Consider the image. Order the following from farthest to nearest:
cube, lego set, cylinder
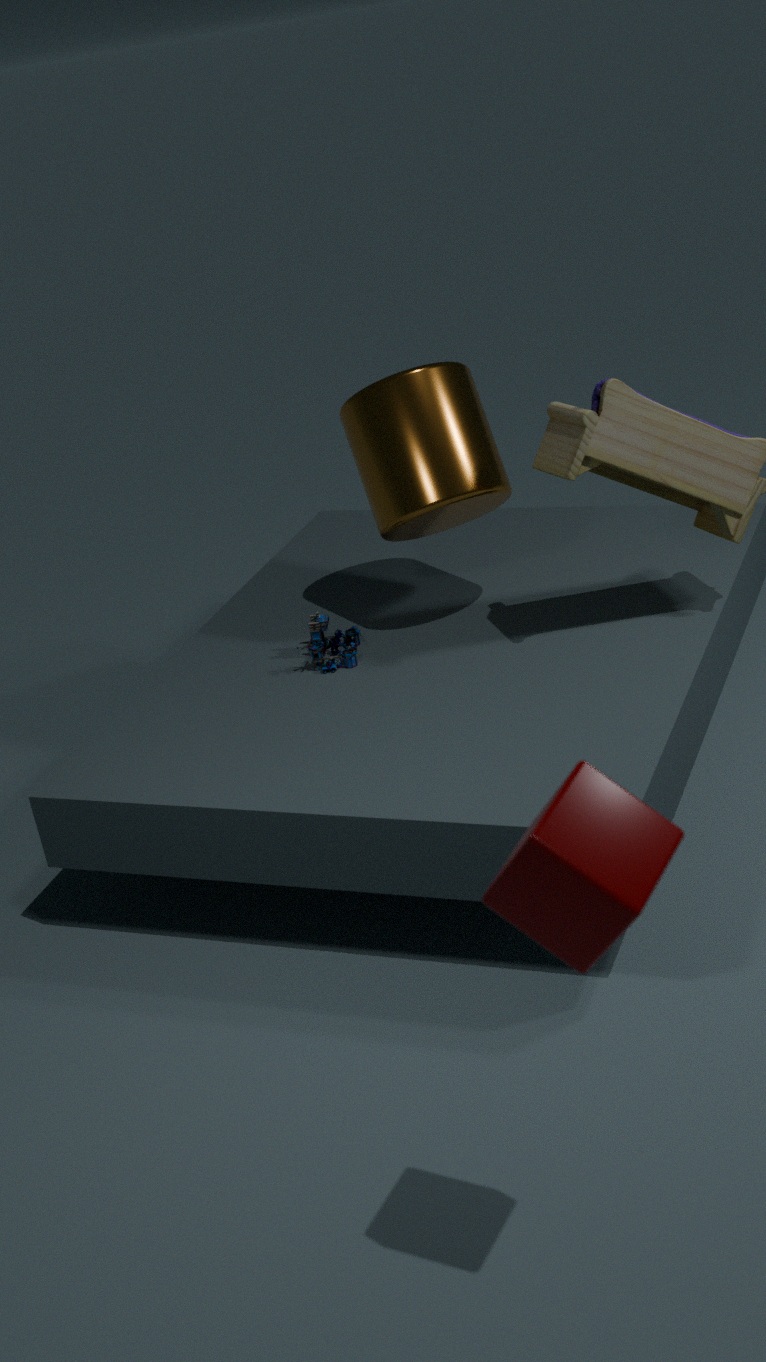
lego set < cylinder < cube
